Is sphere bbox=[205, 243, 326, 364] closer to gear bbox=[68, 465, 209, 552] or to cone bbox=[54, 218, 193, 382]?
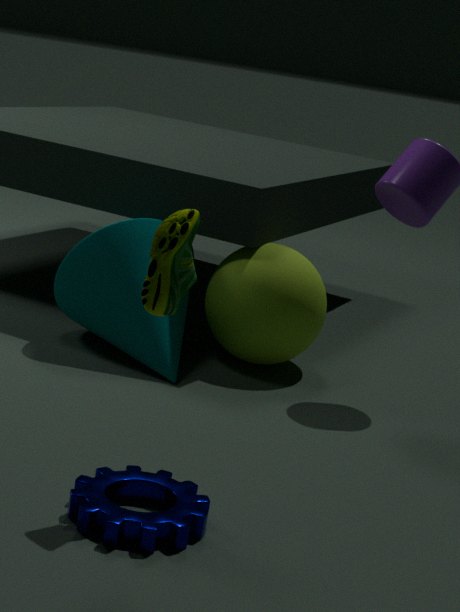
cone bbox=[54, 218, 193, 382]
